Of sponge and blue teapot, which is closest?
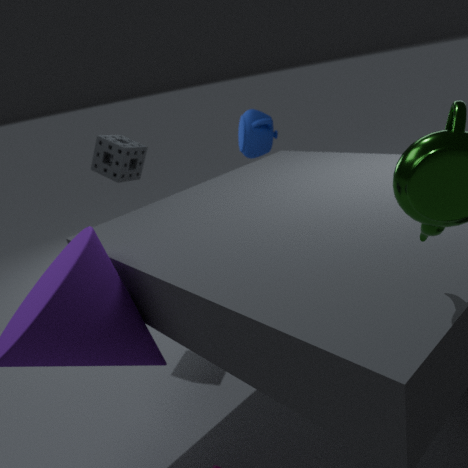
sponge
